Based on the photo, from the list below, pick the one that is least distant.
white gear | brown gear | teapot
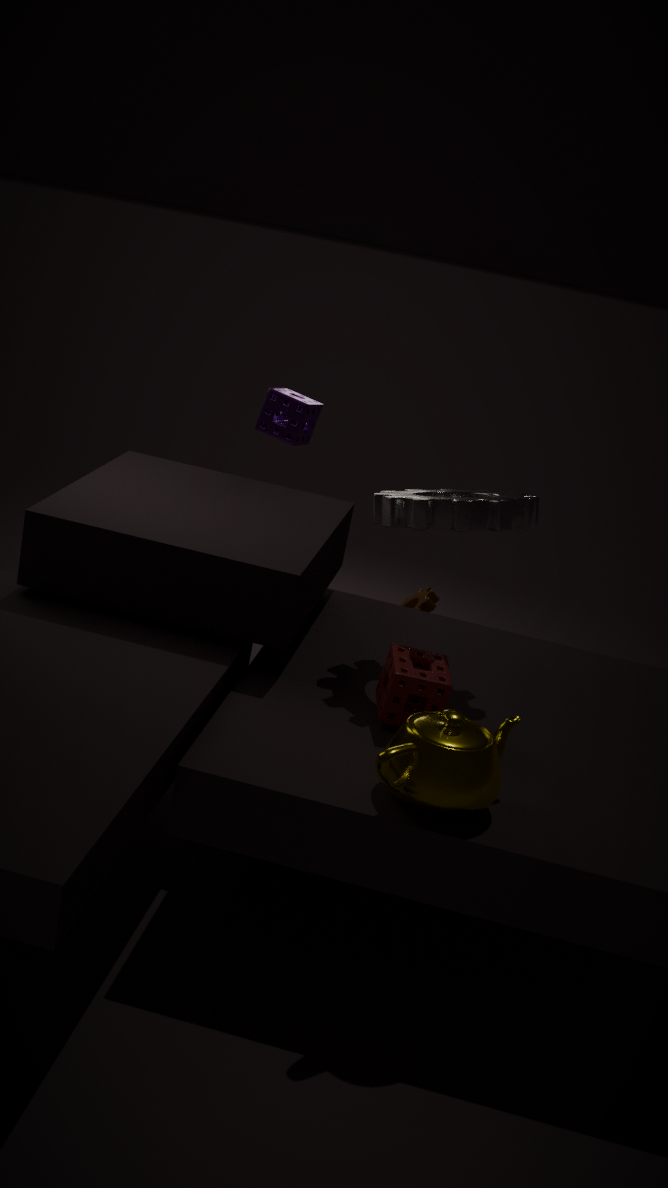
teapot
